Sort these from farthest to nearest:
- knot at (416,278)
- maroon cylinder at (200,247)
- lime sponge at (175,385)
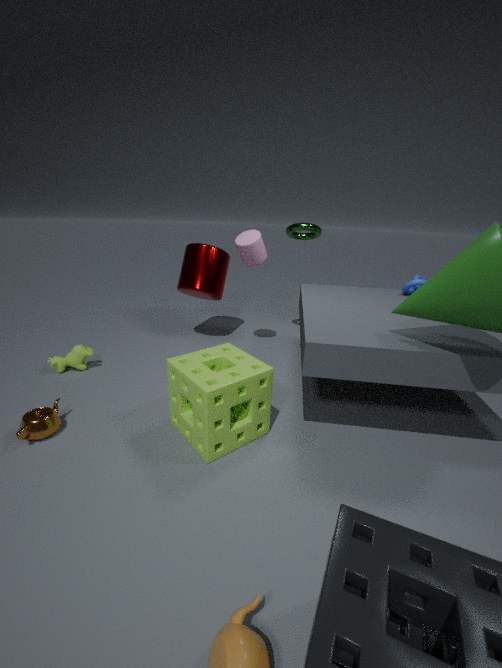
maroon cylinder at (200,247) < knot at (416,278) < lime sponge at (175,385)
